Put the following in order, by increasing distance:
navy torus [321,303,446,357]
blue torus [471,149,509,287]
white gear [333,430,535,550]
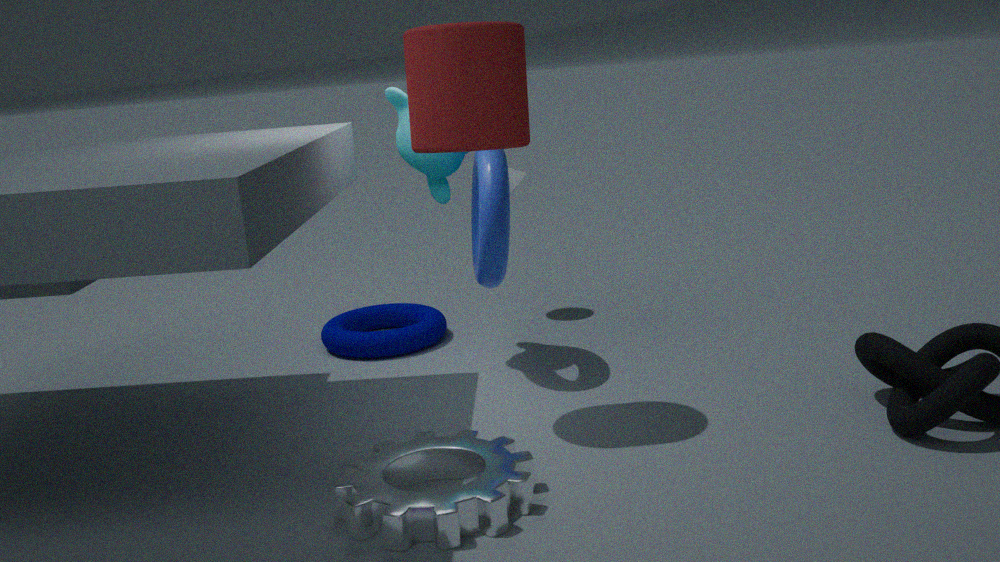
white gear [333,430,535,550] < blue torus [471,149,509,287] < navy torus [321,303,446,357]
